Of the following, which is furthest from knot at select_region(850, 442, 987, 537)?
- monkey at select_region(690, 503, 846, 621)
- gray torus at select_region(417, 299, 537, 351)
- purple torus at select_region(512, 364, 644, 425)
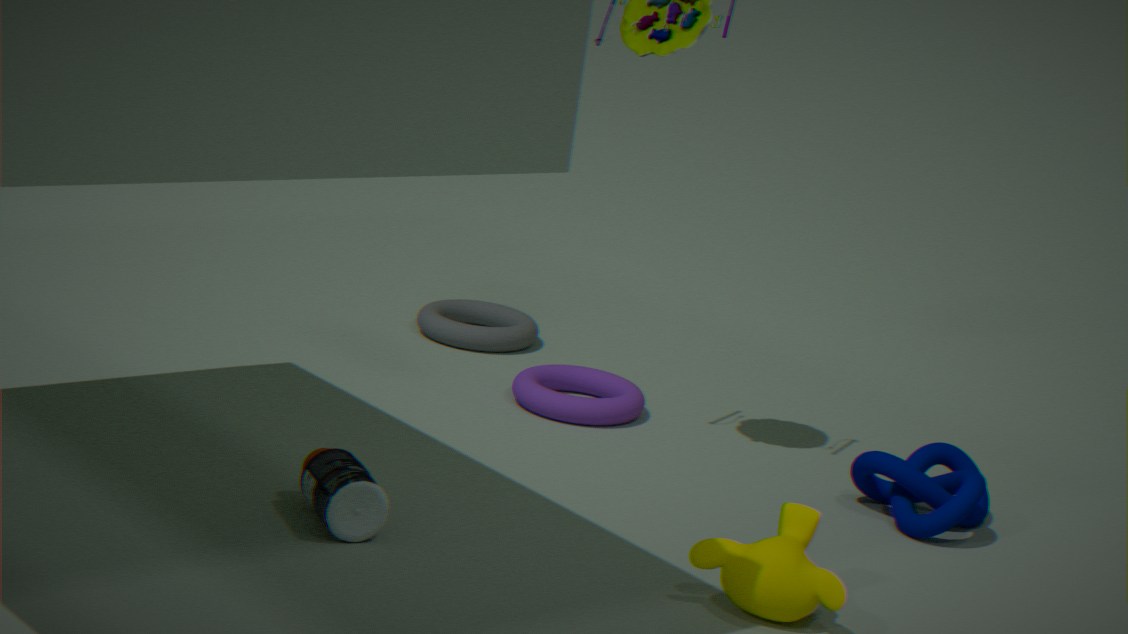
gray torus at select_region(417, 299, 537, 351)
